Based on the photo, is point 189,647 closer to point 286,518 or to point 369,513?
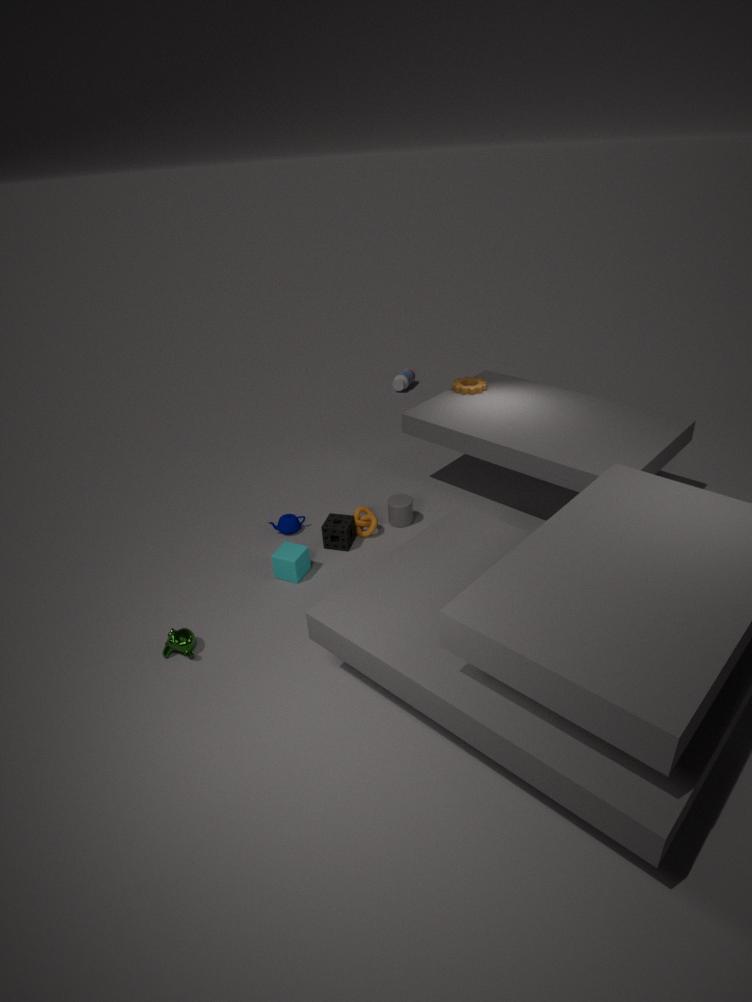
point 286,518
